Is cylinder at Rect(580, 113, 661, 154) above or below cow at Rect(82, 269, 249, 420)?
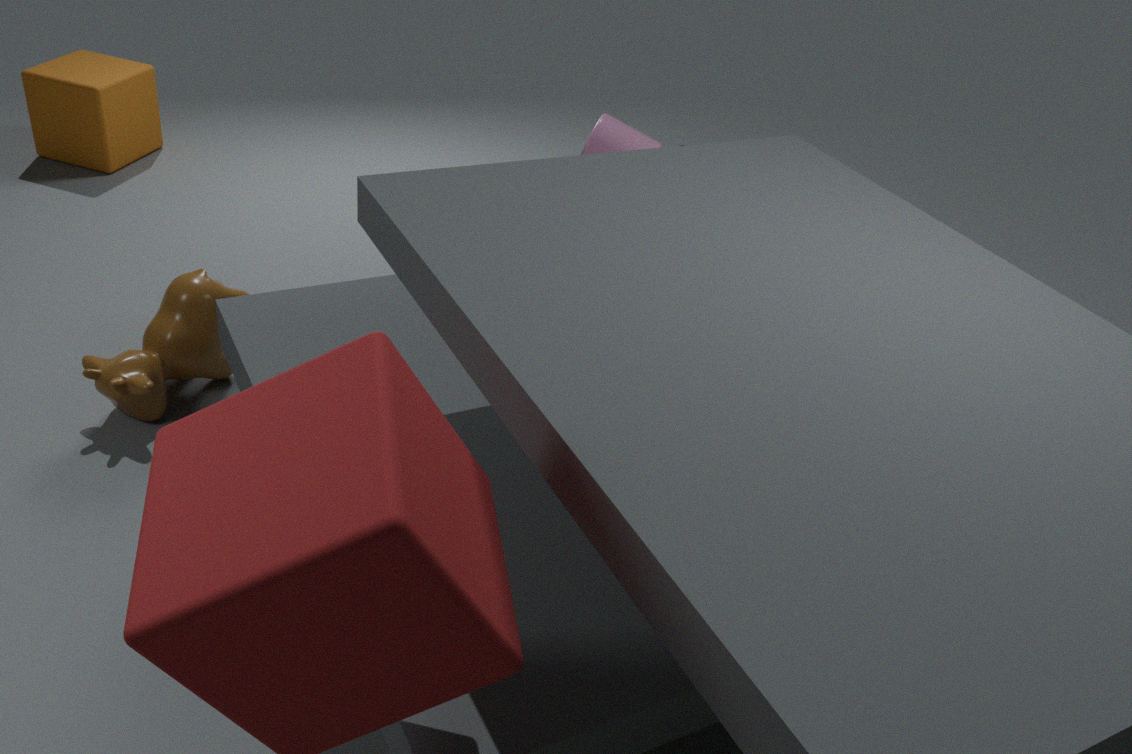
above
